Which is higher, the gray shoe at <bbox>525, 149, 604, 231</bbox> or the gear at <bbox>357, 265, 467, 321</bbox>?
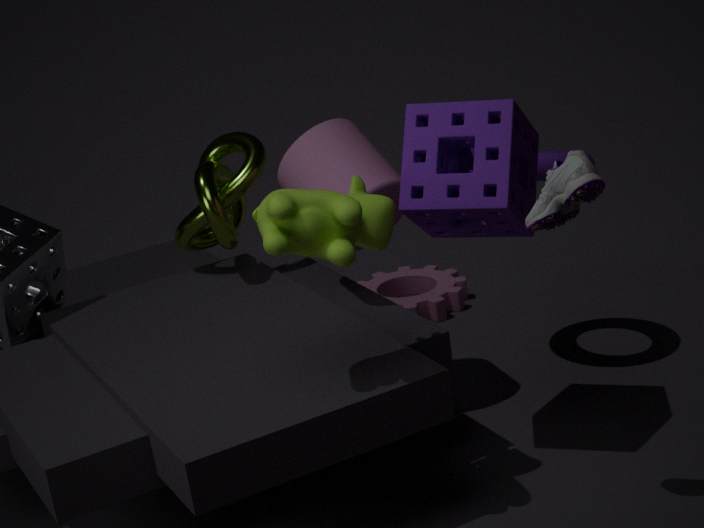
the gray shoe at <bbox>525, 149, 604, 231</bbox>
